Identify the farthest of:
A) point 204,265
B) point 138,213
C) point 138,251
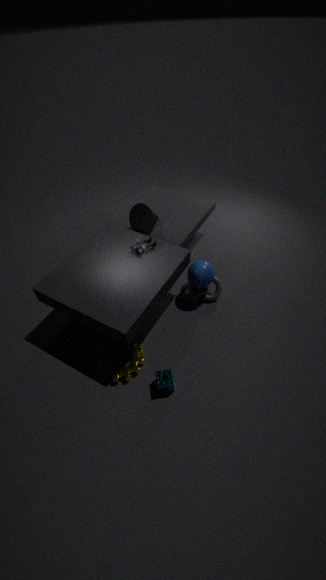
point 138,213
